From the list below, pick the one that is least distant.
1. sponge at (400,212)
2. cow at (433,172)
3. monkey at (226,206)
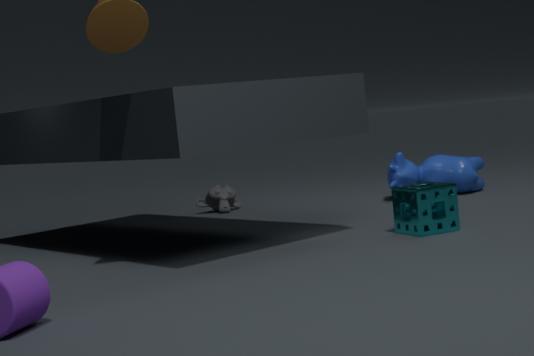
sponge at (400,212)
